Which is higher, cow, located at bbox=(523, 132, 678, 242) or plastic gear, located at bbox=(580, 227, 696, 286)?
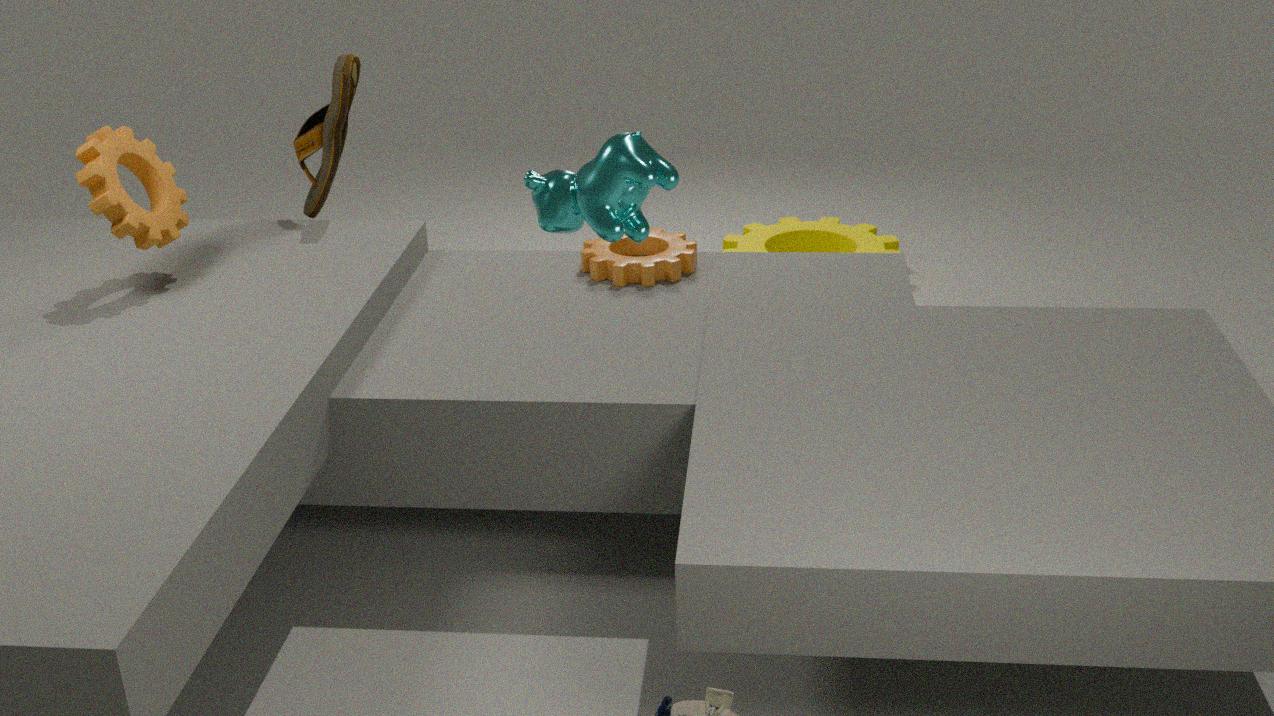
cow, located at bbox=(523, 132, 678, 242)
